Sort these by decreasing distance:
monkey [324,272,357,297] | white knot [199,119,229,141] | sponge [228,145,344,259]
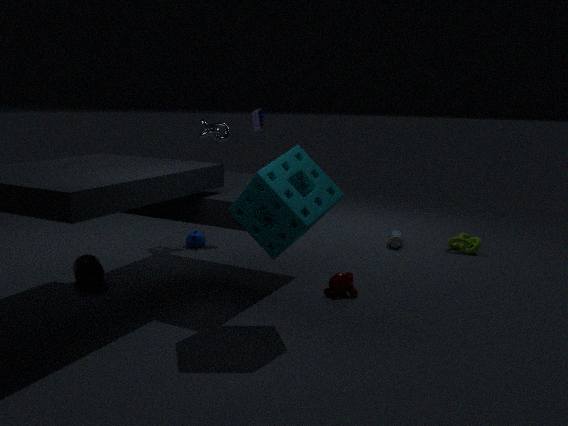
1. white knot [199,119,229,141]
2. monkey [324,272,357,297]
3. sponge [228,145,344,259]
